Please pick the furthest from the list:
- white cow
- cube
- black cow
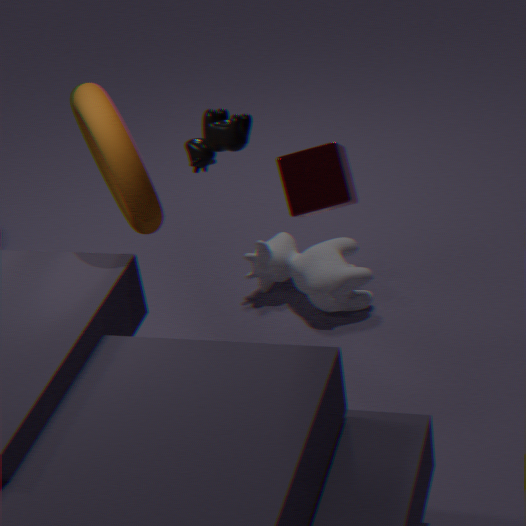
white cow
